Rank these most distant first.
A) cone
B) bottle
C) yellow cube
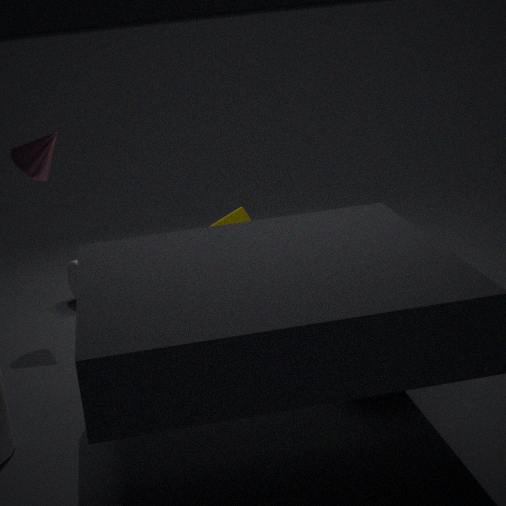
1. bottle
2. yellow cube
3. cone
